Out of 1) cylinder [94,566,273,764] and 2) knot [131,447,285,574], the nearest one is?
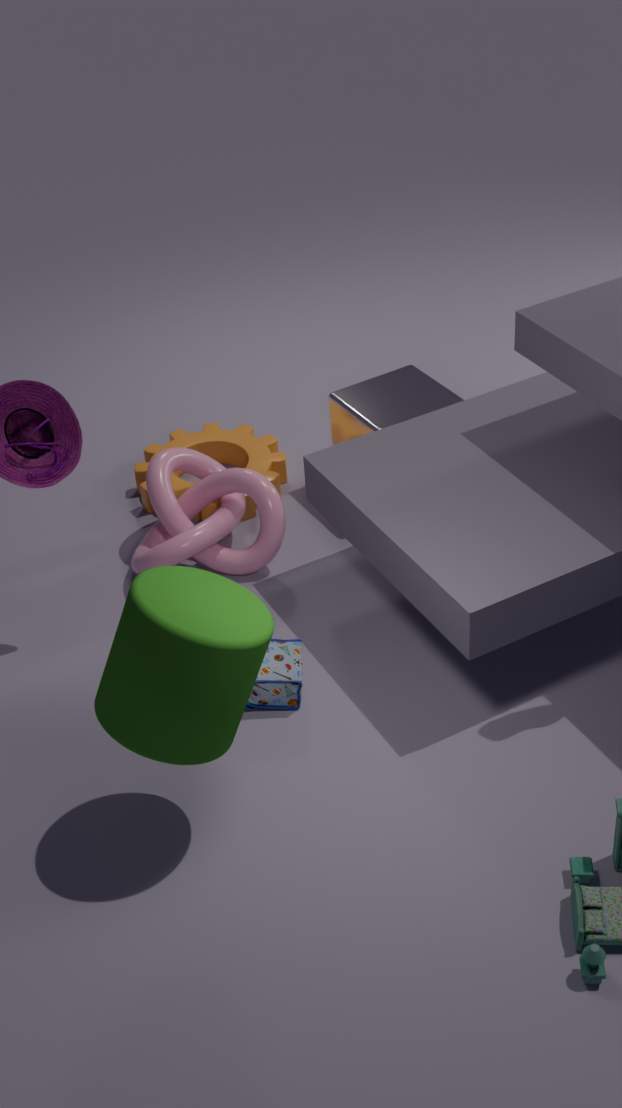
1. cylinder [94,566,273,764]
